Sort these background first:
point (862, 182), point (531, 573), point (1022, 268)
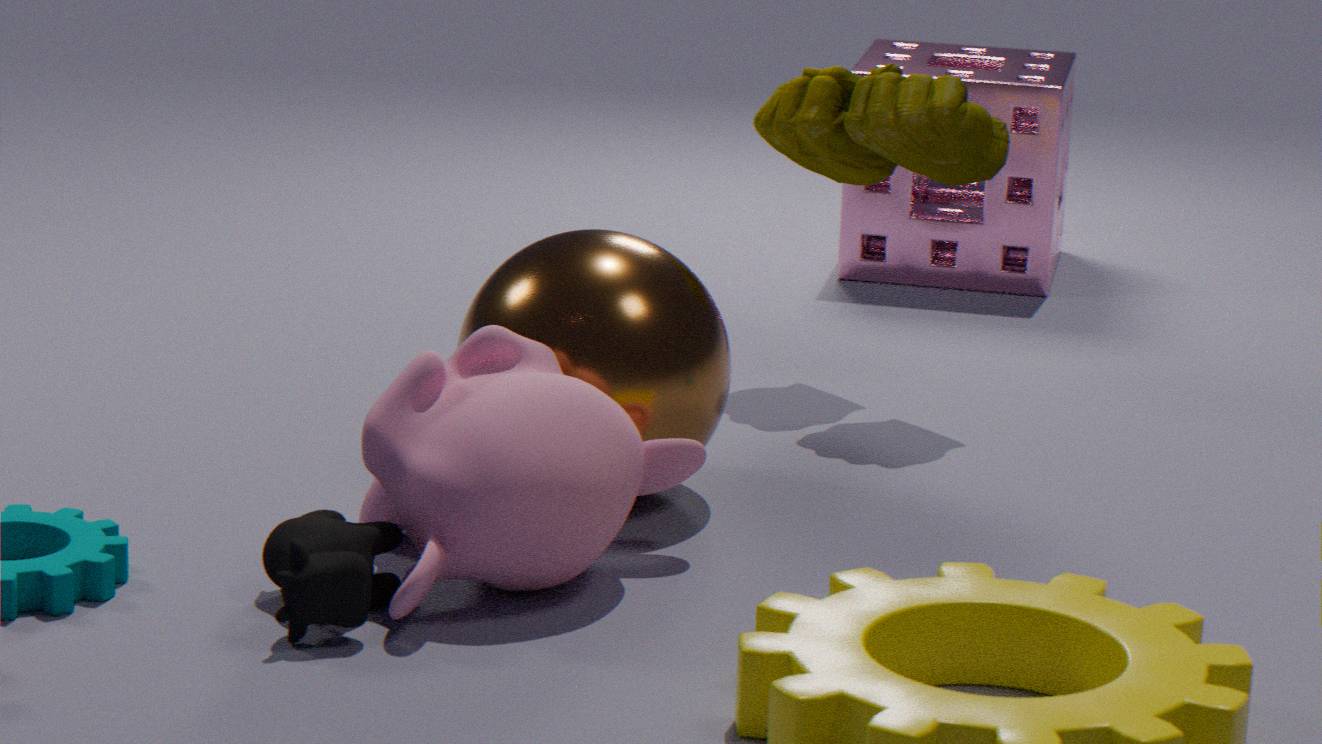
point (1022, 268), point (862, 182), point (531, 573)
